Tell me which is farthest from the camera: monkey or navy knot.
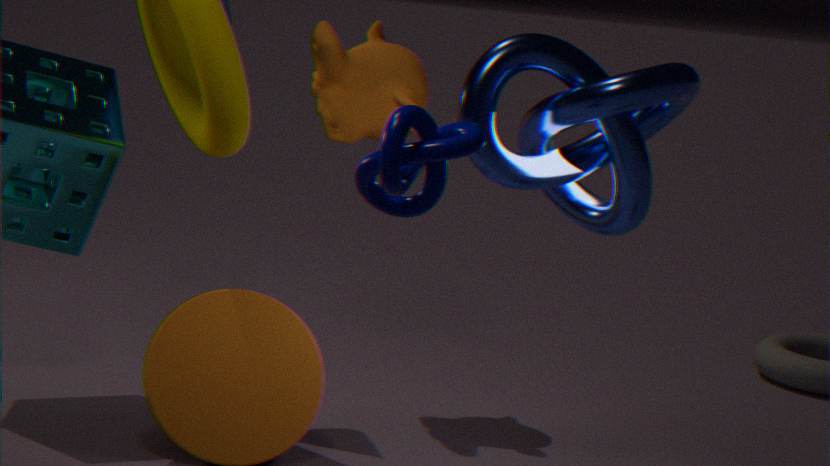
monkey
